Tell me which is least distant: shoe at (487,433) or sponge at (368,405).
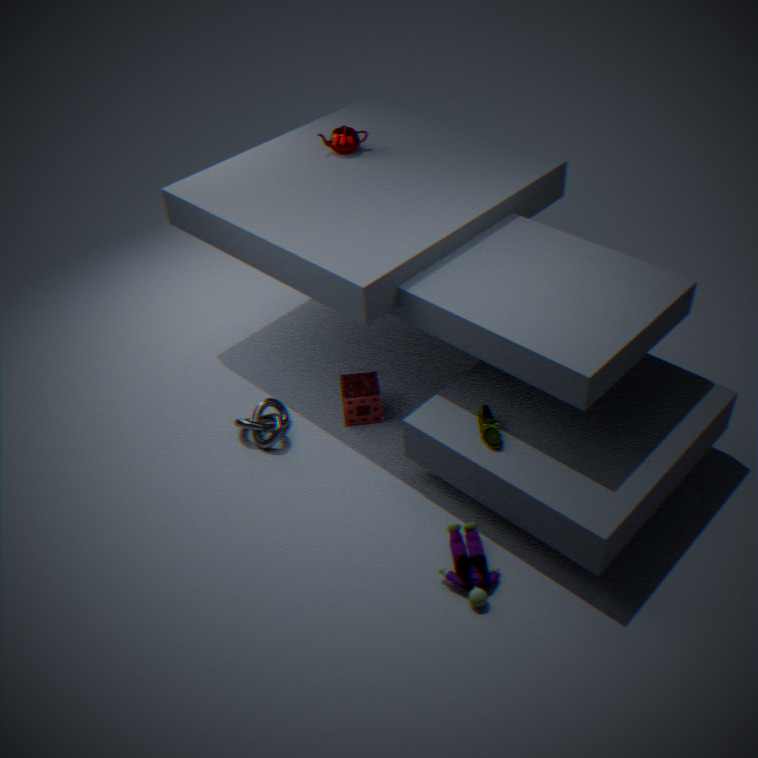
shoe at (487,433)
